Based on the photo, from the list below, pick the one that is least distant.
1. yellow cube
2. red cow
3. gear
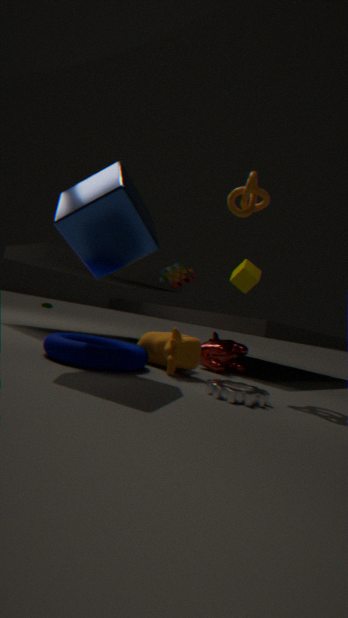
gear
